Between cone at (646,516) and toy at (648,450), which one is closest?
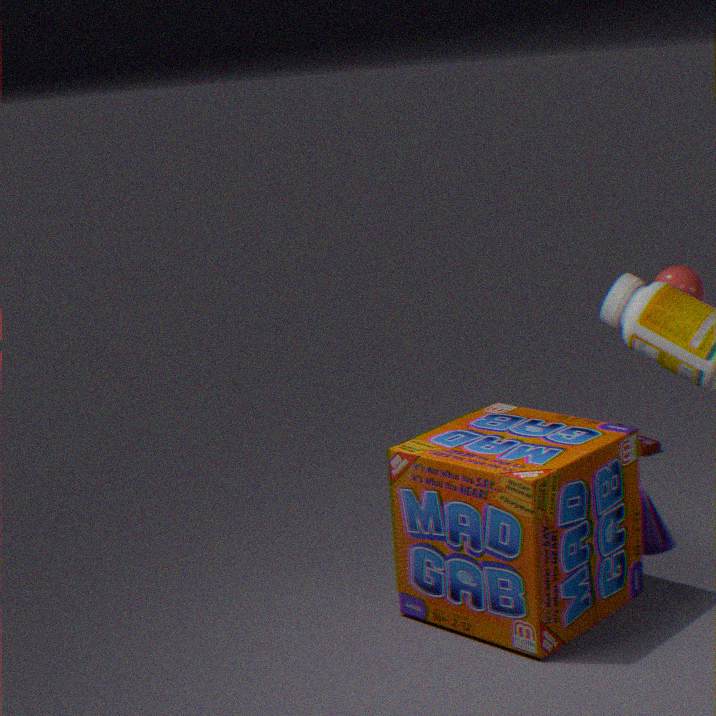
cone at (646,516)
